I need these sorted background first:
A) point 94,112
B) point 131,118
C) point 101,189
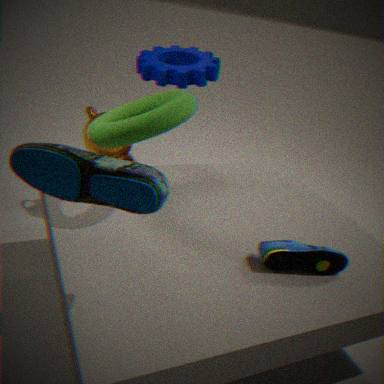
point 94,112, point 131,118, point 101,189
